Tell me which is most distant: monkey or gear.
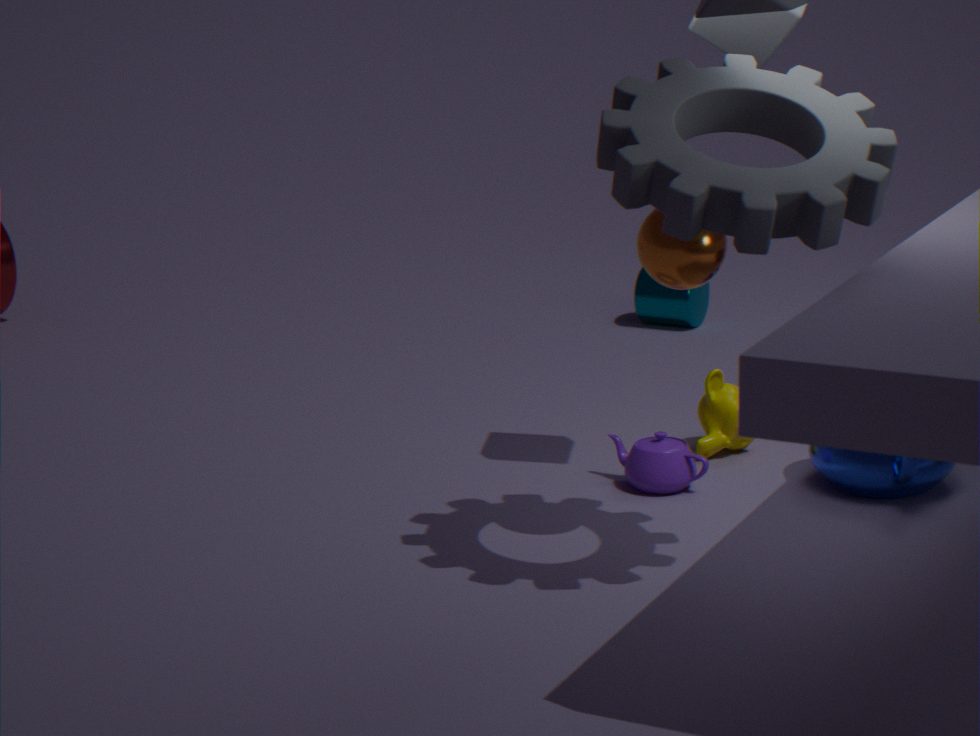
monkey
